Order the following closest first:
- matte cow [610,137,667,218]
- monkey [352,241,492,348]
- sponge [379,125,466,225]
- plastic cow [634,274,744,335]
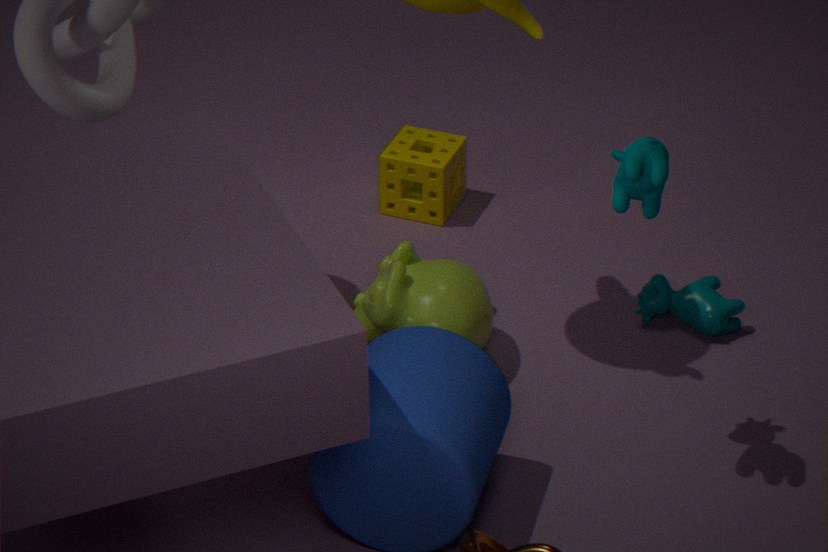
matte cow [610,137,667,218] < monkey [352,241,492,348] < plastic cow [634,274,744,335] < sponge [379,125,466,225]
